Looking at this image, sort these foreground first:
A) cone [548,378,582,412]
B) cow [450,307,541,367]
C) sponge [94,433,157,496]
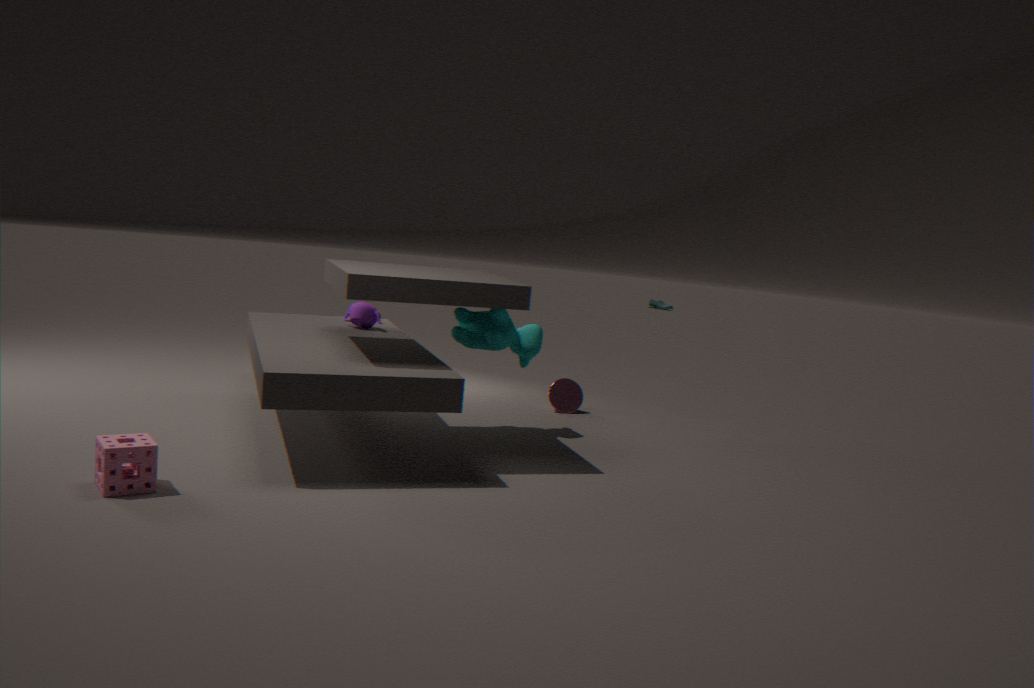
sponge [94,433,157,496], cow [450,307,541,367], cone [548,378,582,412]
